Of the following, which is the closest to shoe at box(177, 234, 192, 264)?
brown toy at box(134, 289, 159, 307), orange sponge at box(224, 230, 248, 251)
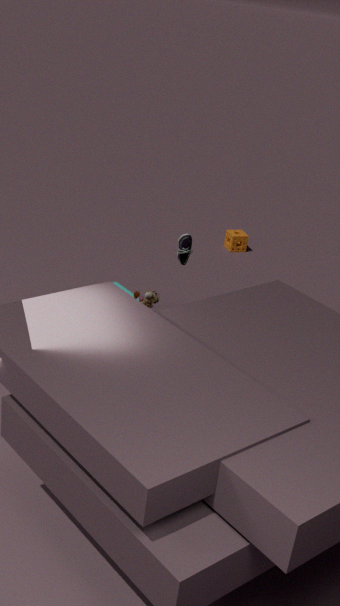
brown toy at box(134, 289, 159, 307)
